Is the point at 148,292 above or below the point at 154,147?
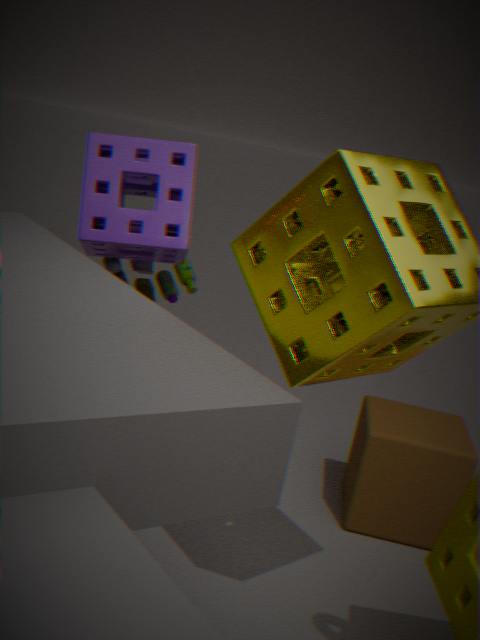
below
